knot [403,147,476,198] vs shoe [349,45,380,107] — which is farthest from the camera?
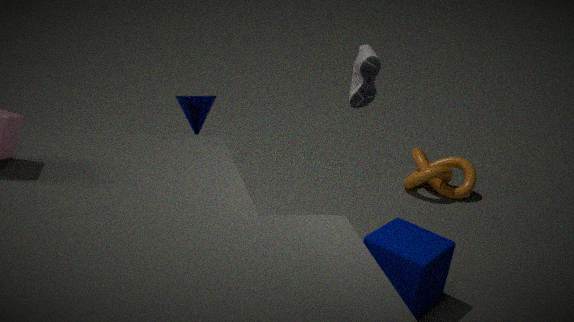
knot [403,147,476,198]
